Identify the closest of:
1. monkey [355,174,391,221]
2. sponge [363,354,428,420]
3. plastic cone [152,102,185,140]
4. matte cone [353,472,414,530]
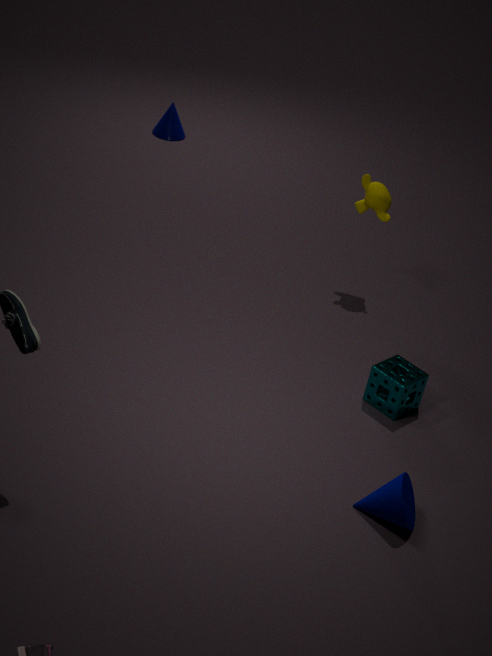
matte cone [353,472,414,530]
